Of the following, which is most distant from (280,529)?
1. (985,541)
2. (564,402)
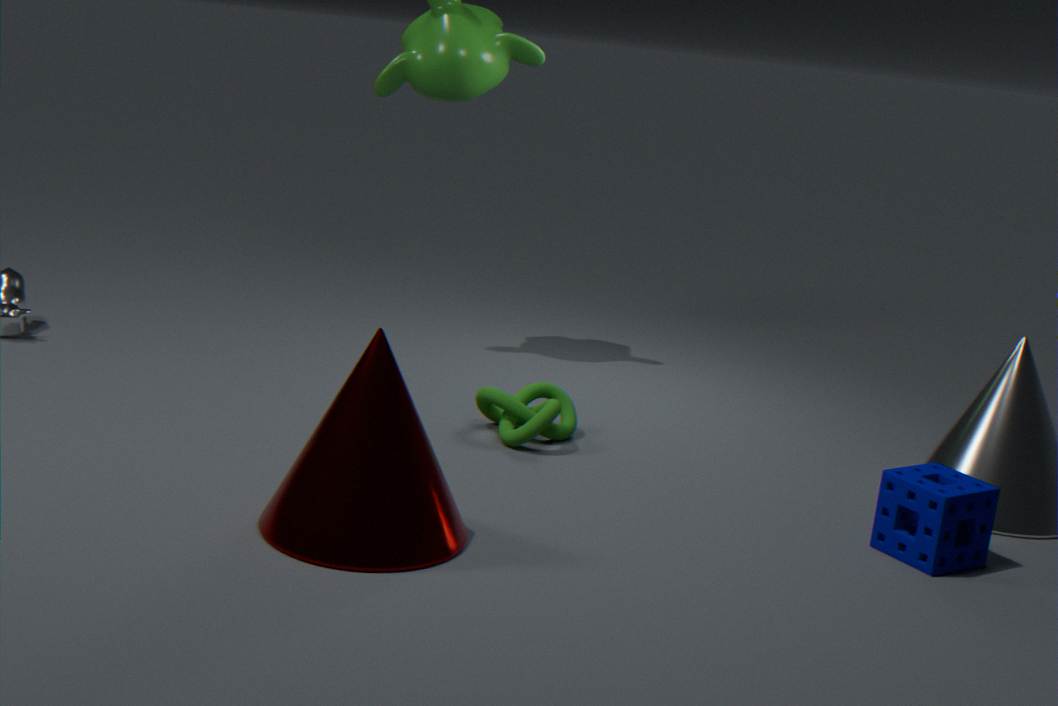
(985,541)
